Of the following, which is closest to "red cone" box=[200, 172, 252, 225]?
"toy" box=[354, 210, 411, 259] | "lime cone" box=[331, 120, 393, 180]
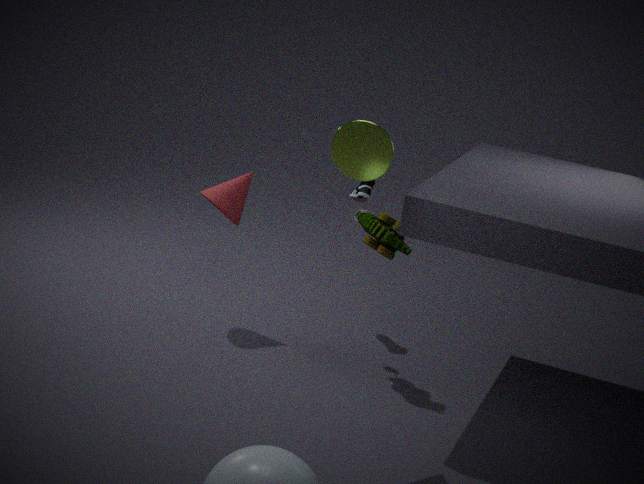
"toy" box=[354, 210, 411, 259]
